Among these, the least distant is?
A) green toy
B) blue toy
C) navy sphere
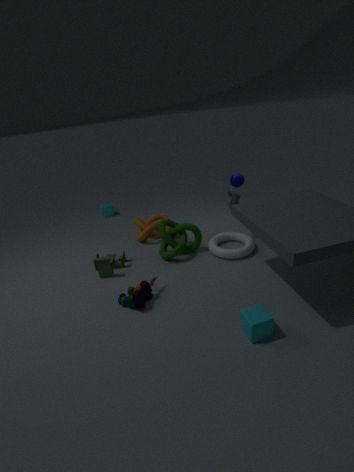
blue toy
